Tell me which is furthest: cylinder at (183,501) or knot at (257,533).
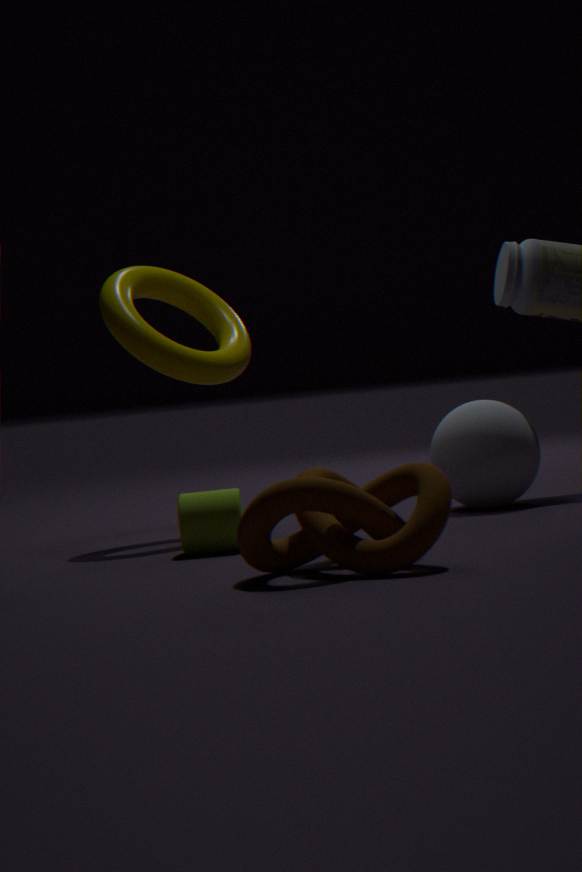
cylinder at (183,501)
